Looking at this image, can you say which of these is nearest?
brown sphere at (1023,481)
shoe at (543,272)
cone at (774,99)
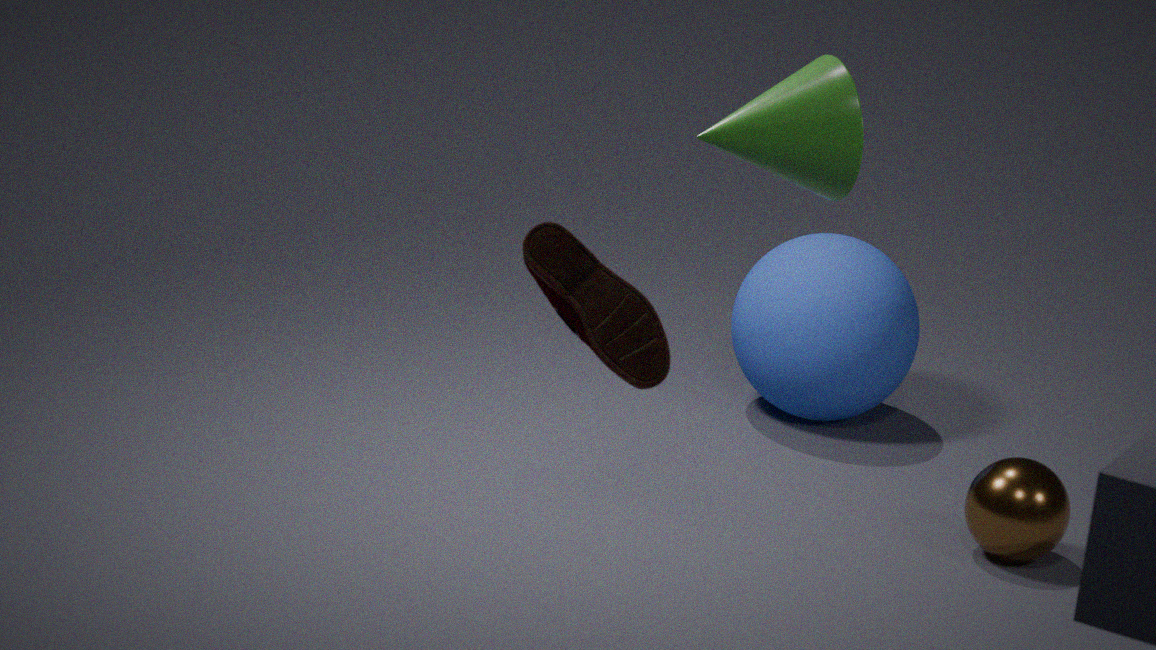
shoe at (543,272)
